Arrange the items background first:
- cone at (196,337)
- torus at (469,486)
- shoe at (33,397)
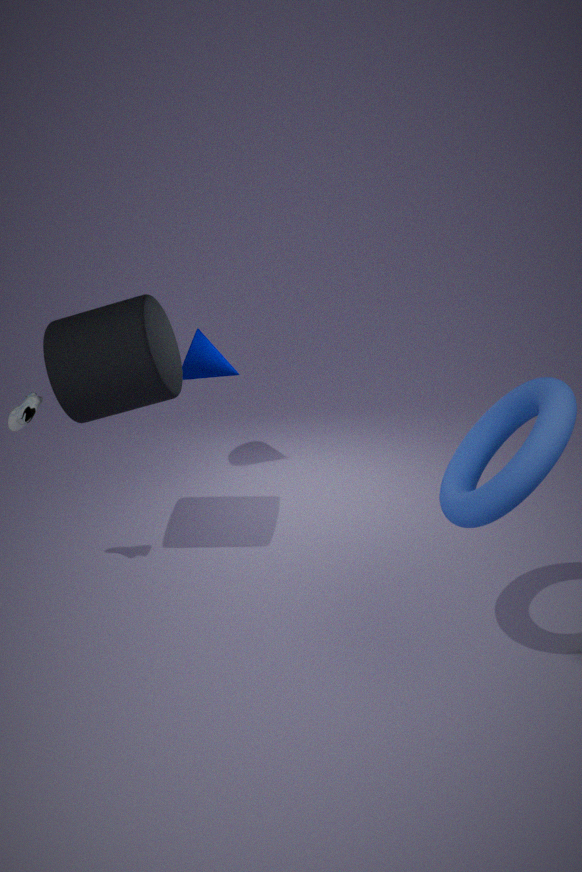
cone at (196,337), shoe at (33,397), torus at (469,486)
